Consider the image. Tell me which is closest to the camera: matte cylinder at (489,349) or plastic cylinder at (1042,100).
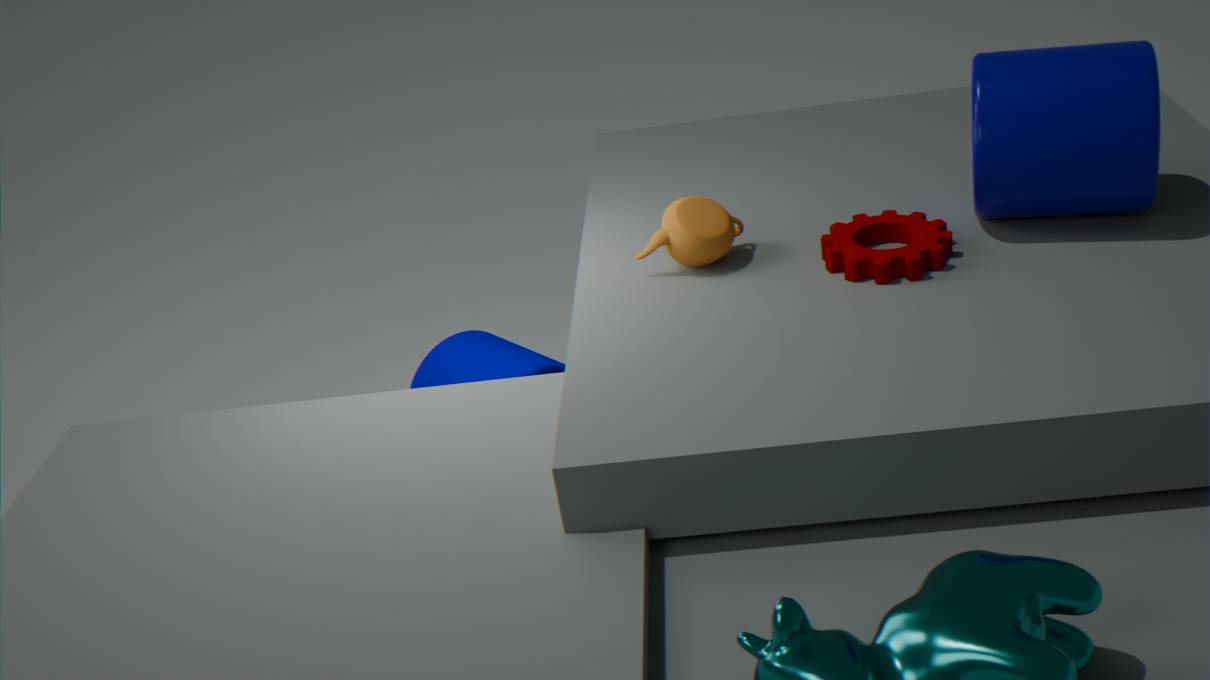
plastic cylinder at (1042,100)
